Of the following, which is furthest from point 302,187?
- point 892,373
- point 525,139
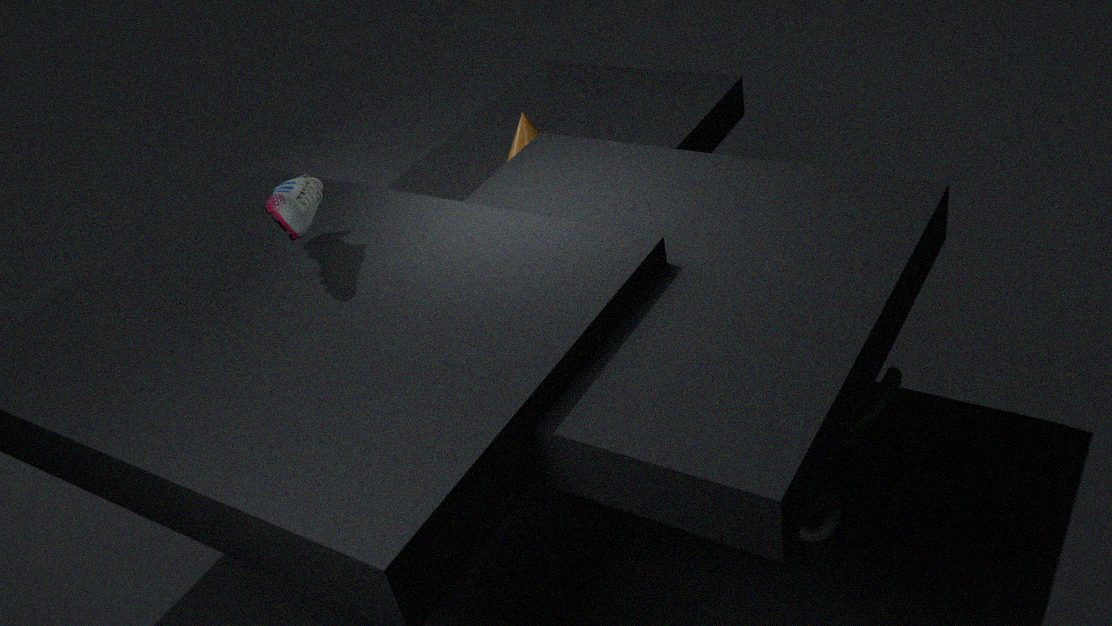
point 892,373
